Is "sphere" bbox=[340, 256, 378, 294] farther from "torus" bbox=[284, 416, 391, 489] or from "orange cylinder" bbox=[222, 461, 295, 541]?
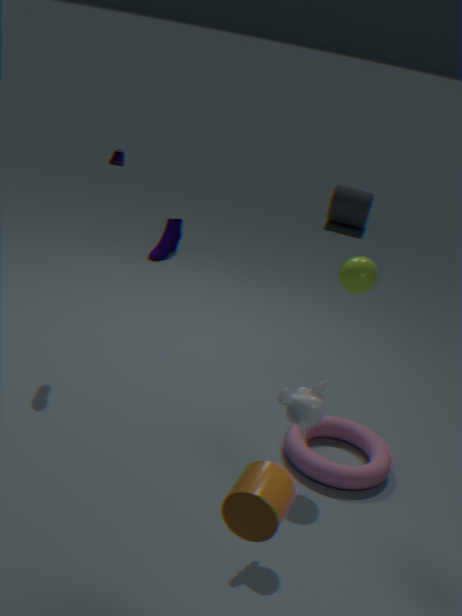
"orange cylinder" bbox=[222, 461, 295, 541]
